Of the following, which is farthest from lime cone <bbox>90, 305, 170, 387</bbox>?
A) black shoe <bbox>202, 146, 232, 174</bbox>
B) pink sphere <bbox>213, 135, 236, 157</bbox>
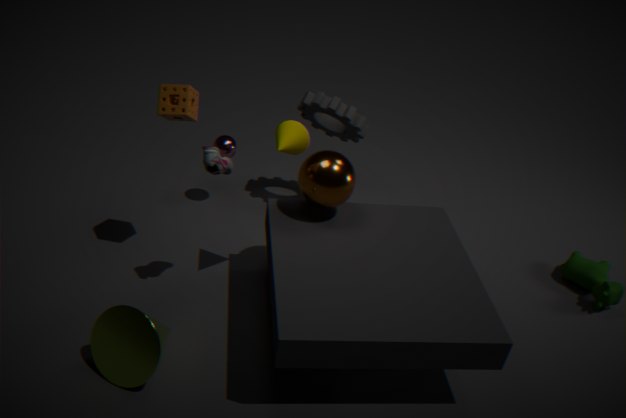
pink sphere <bbox>213, 135, 236, 157</bbox>
